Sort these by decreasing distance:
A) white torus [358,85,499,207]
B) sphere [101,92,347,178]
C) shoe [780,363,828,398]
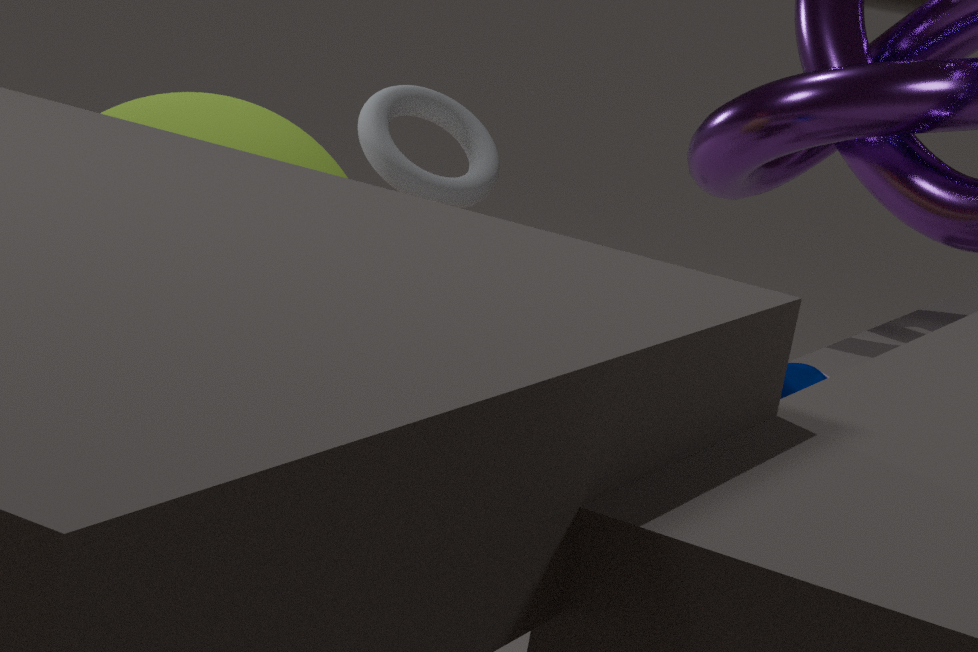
white torus [358,85,499,207] < sphere [101,92,347,178] < shoe [780,363,828,398]
